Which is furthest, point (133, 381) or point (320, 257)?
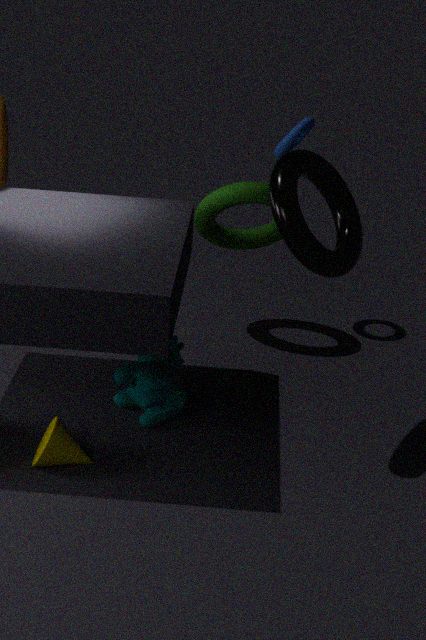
point (133, 381)
